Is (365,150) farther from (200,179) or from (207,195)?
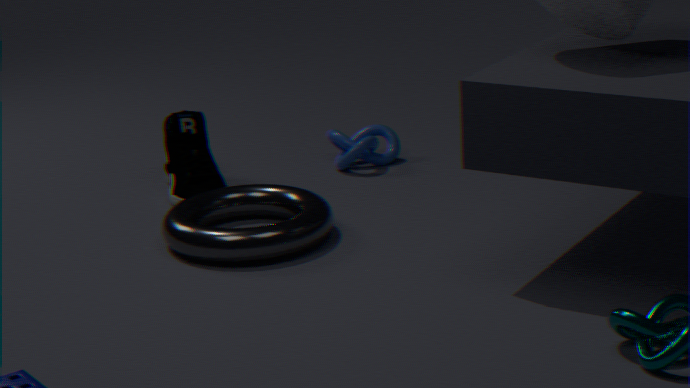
(207,195)
